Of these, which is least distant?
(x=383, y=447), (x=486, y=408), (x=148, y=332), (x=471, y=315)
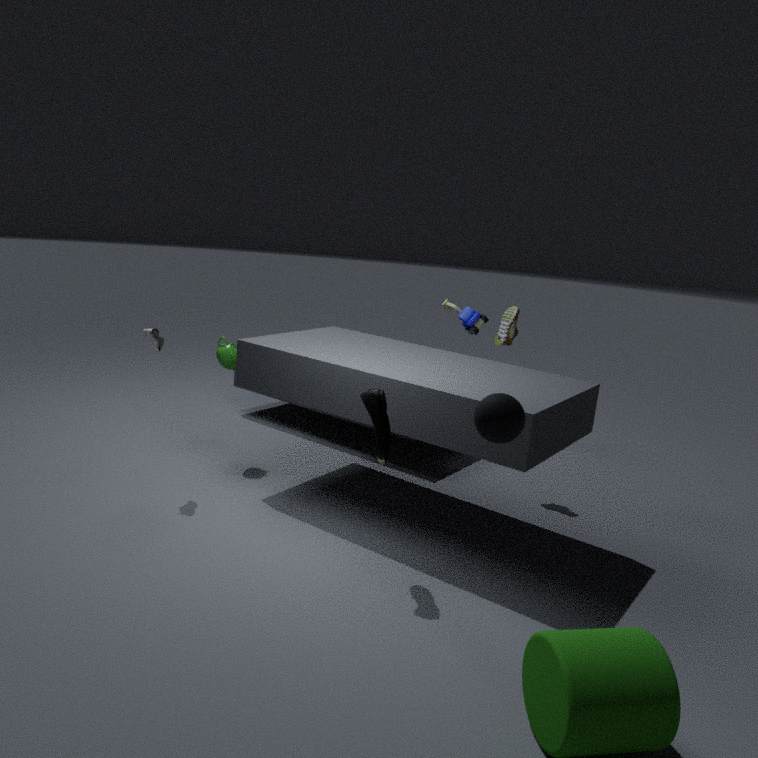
(x=486, y=408)
